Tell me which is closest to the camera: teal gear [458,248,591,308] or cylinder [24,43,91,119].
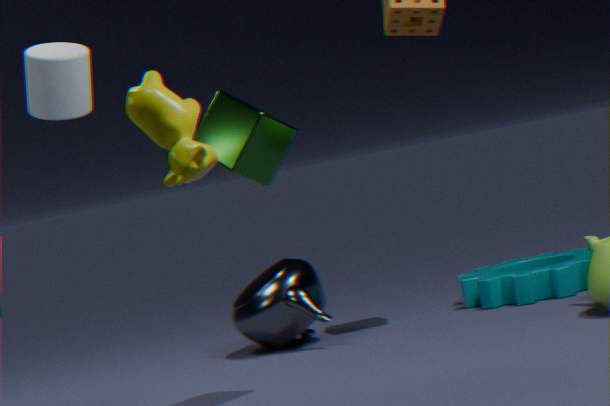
cylinder [24,43,91,119]
